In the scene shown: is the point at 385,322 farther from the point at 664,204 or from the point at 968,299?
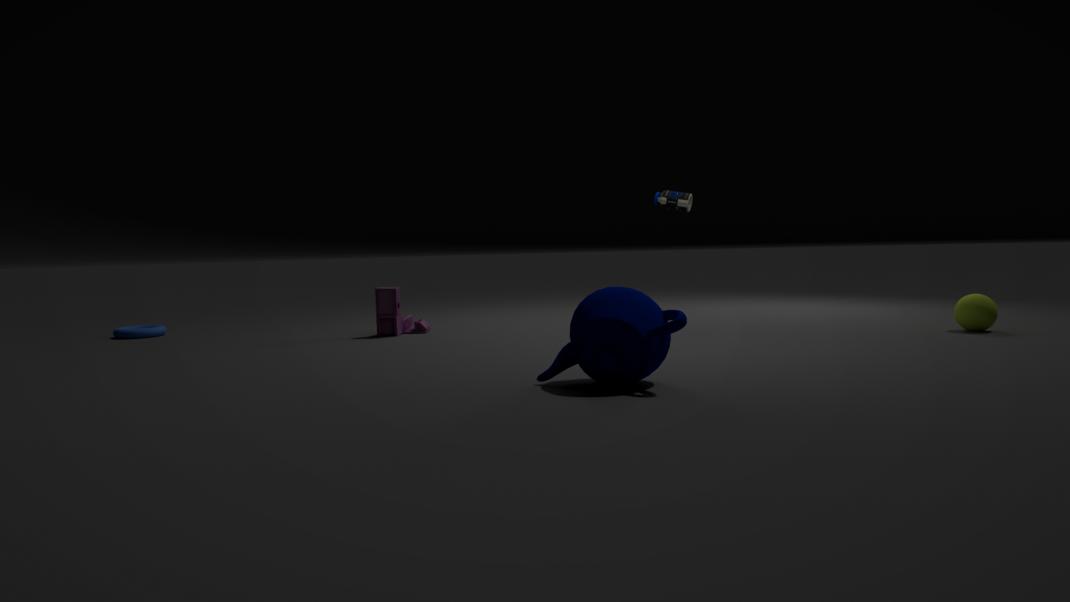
the point at 968,299
